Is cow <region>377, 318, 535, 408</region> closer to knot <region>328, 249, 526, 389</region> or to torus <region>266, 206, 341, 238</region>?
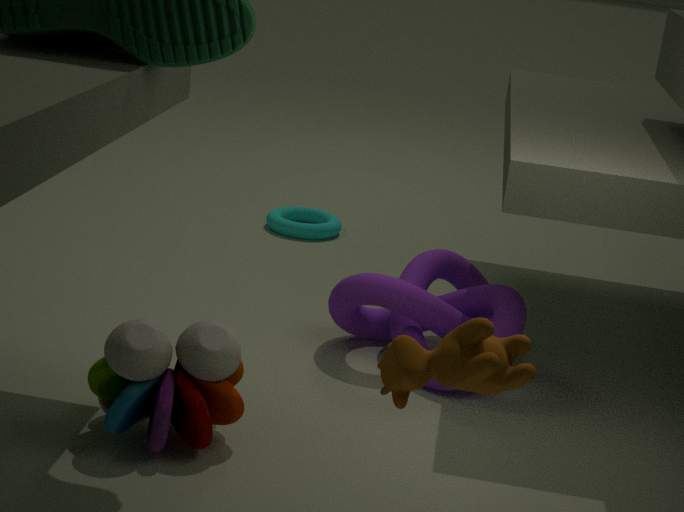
knot <region>328, 249, 526, 389</region>
